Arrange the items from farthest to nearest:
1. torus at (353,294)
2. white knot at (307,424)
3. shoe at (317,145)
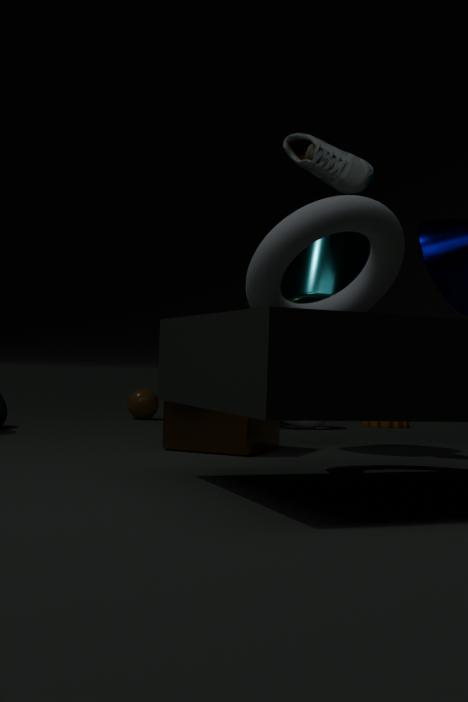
white knot at (307,424) → shoe at (317,145) → torus at (353,294)
